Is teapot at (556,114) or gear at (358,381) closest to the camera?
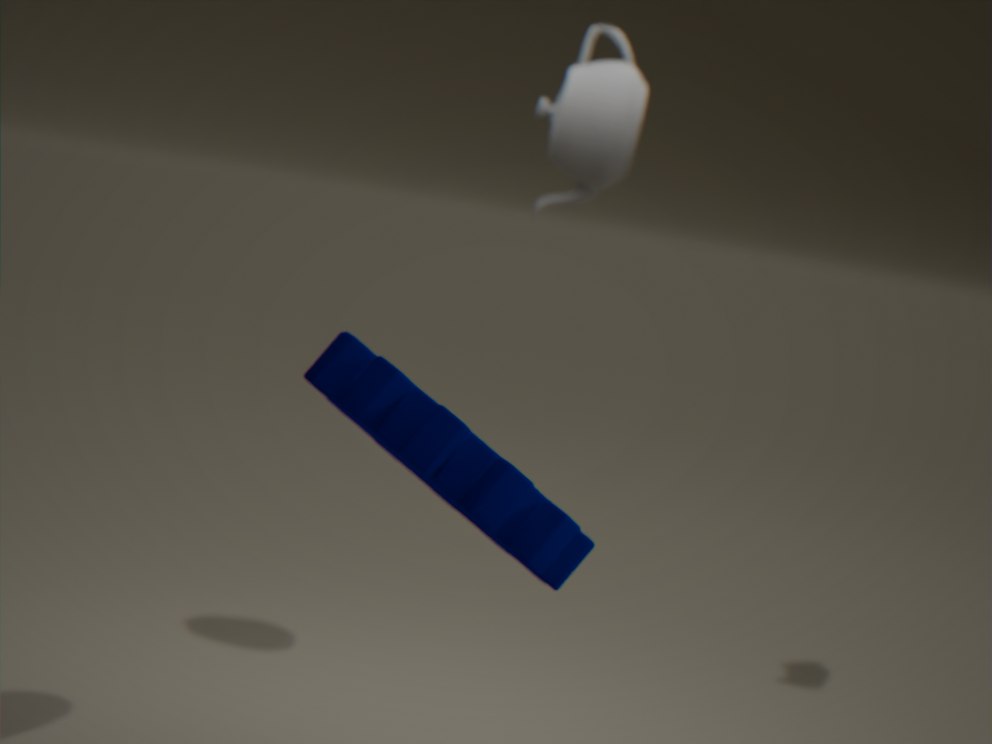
gear at (358,381)
